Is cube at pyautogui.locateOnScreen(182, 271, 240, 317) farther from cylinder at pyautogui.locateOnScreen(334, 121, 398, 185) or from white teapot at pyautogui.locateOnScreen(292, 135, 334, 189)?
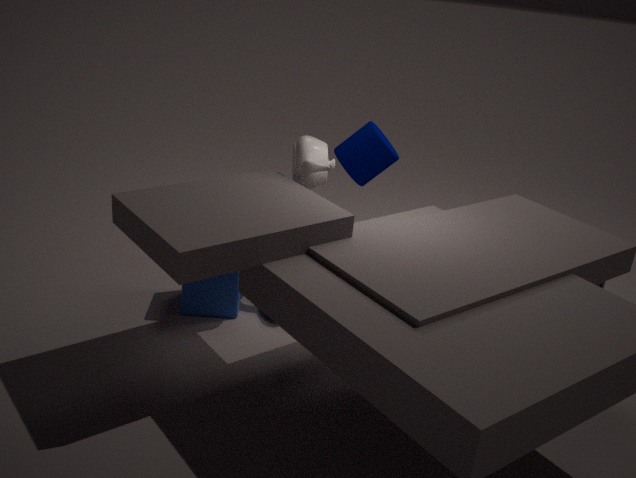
cylinder at pyautogui.locateOnScreen(334, 121, 398, 185)
